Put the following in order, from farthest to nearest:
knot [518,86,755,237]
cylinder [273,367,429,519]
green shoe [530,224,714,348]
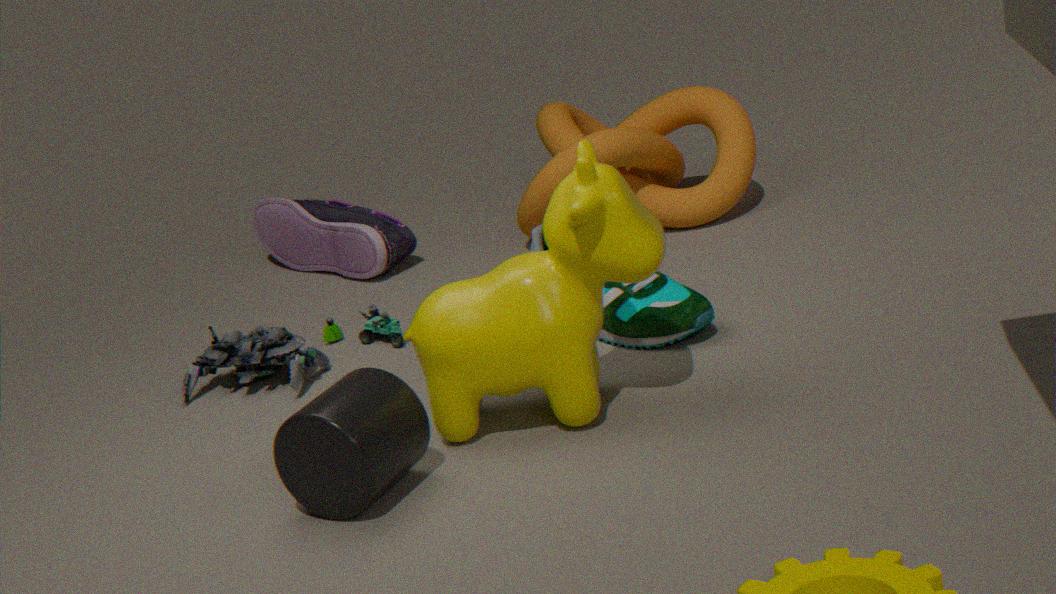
knot [518,86,755,237] → green shoe [530,224,714,348] → cylinder [273,367,429,519]
